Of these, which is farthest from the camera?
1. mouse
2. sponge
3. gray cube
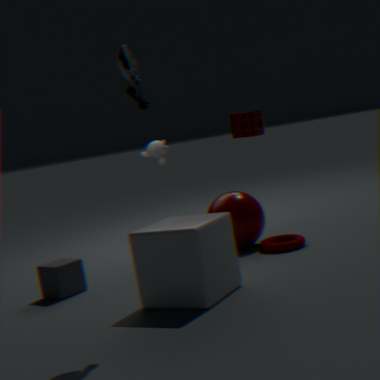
sponge
